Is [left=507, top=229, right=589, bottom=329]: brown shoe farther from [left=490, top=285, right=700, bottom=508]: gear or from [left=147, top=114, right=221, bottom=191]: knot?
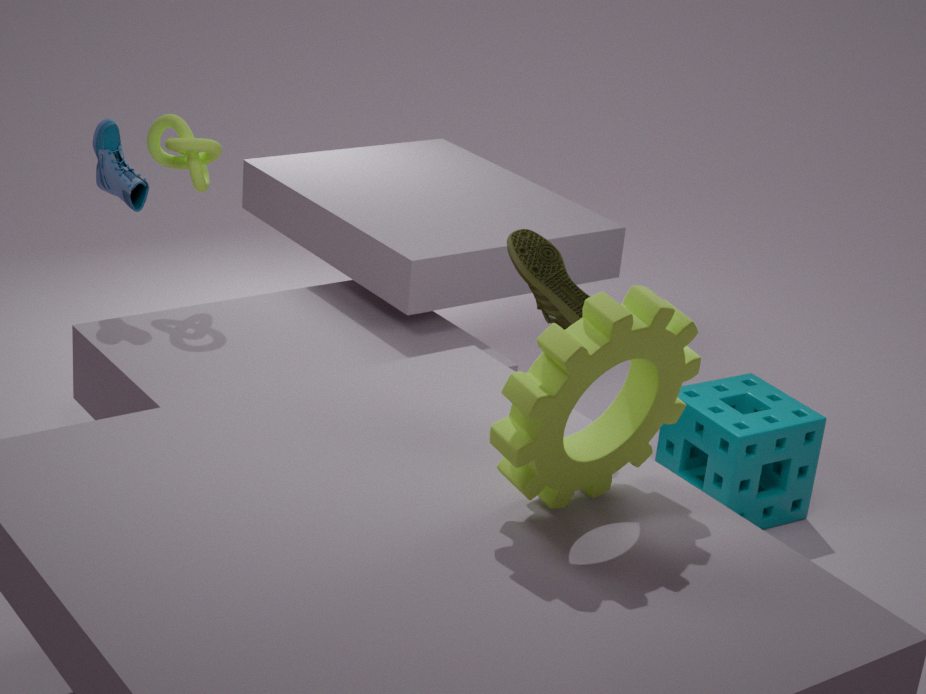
[left=147, top=114, right=221, bottom=191]: knot
